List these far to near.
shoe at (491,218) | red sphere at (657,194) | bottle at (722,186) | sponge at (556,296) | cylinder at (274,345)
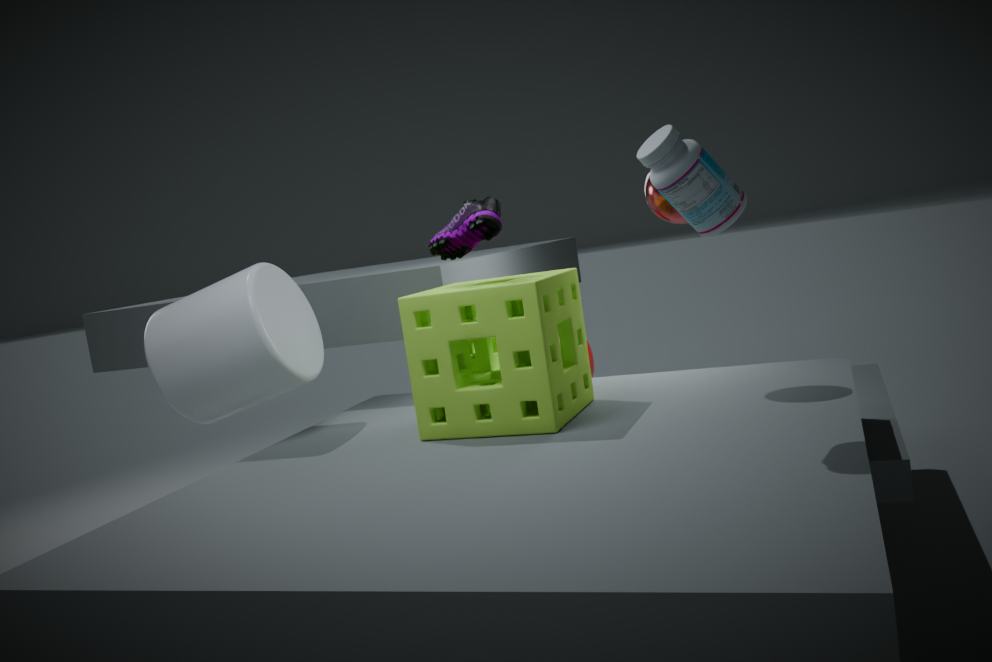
cylinder at (274,345)
red sphere at (657,194)
shoe at (491,218)
sponge at (556,296)
bottle at (722,186)
